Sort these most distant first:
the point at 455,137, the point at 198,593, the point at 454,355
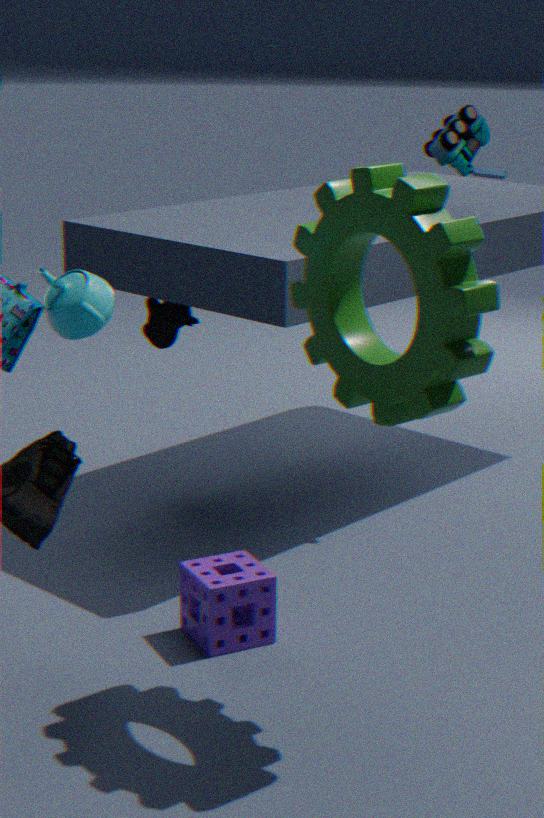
1. the point at 455,137
2. the point at 198,593
3. the point at 454,355
